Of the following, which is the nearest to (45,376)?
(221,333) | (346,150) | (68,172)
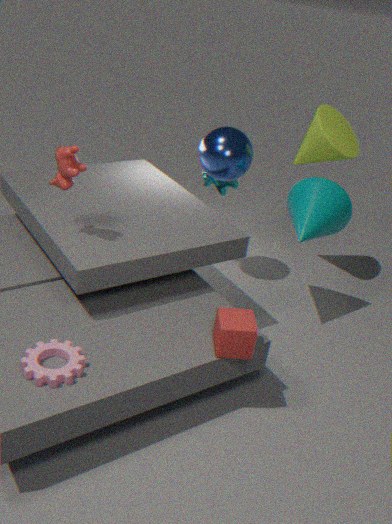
(221,333)
